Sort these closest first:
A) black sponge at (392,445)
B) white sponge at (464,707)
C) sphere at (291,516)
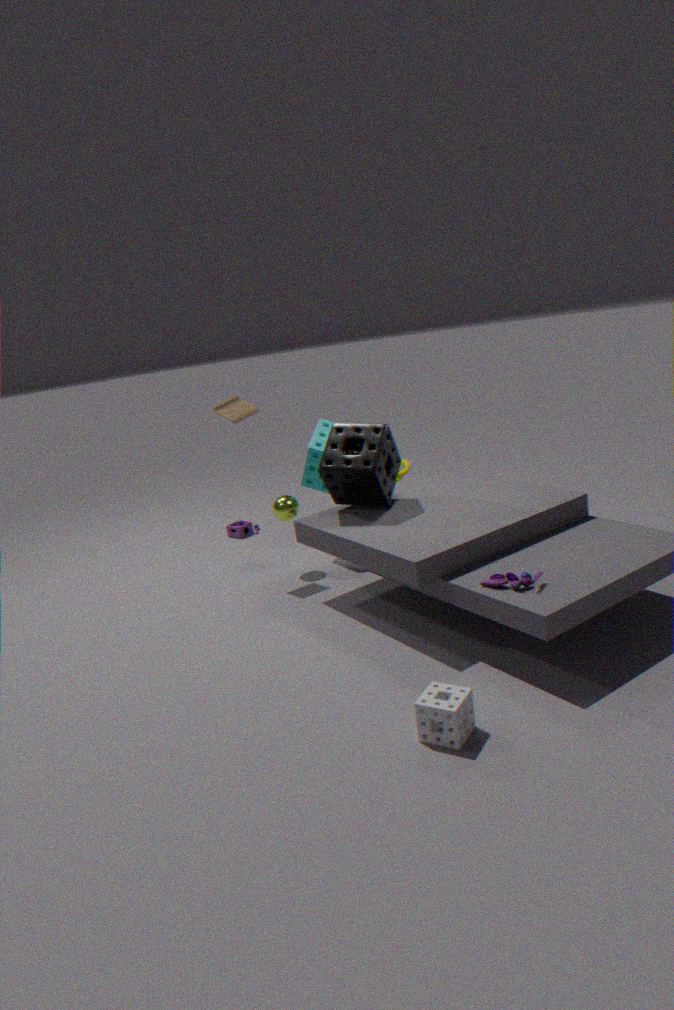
white sponge at (464,707) < black sponge at (392,445) < sphere at (291,516)
